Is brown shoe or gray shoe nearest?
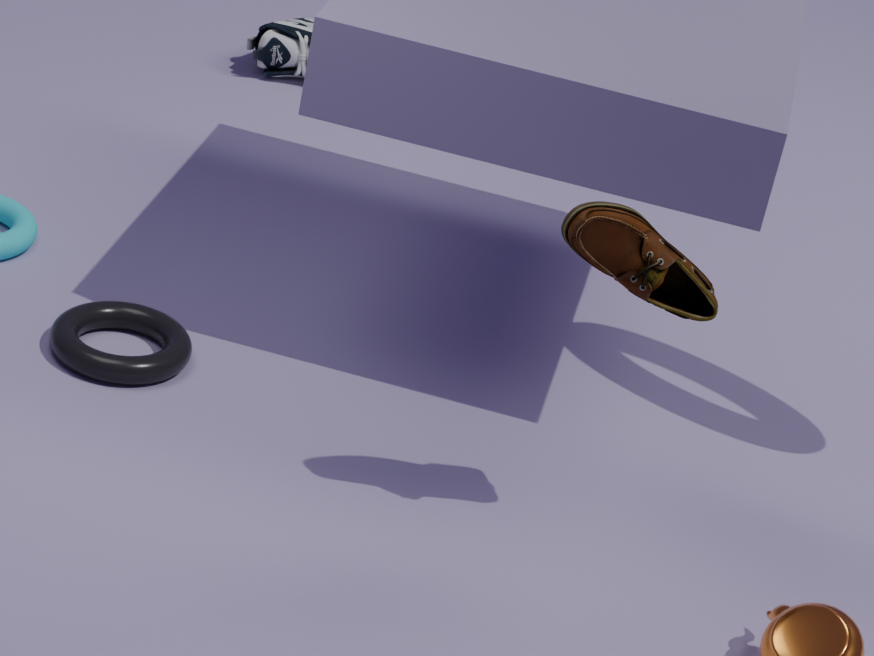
brown shoe
